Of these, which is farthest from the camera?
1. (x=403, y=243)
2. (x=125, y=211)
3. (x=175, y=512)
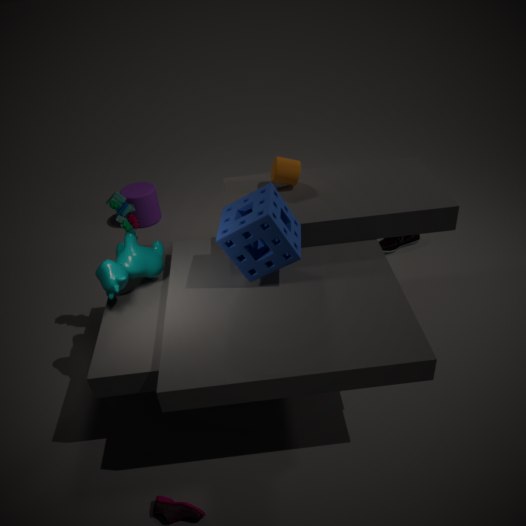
(x=403, y=243)
